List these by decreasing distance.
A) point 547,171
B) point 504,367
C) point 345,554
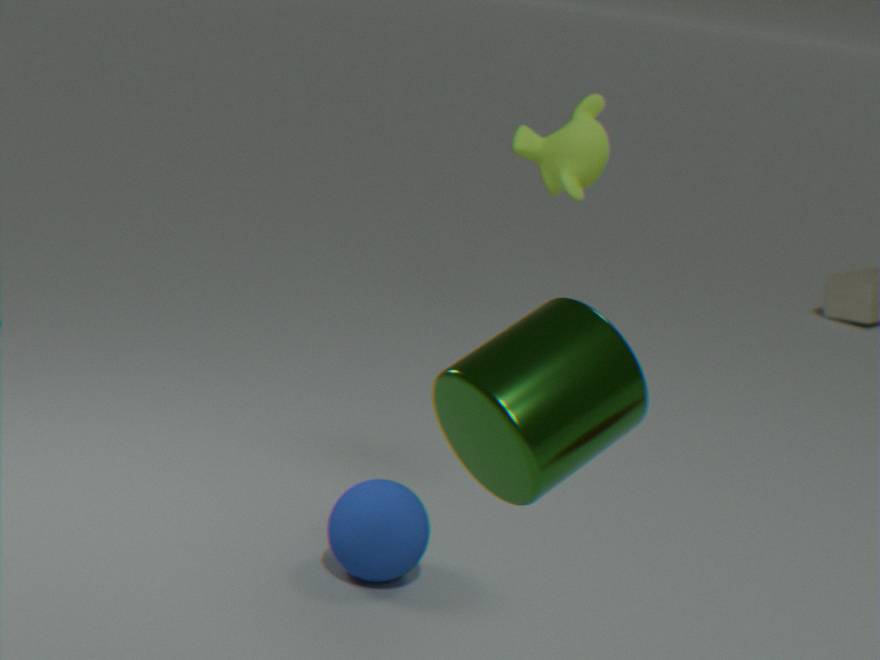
point 547,171 < point 345,554 < point 504,367
